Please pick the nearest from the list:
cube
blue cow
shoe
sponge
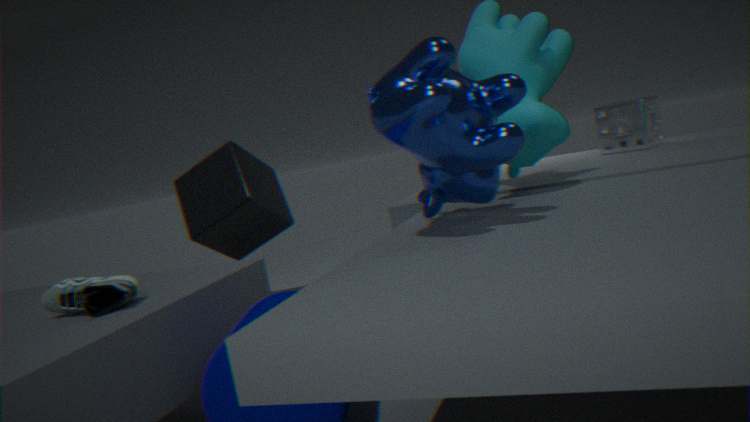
blue cow
